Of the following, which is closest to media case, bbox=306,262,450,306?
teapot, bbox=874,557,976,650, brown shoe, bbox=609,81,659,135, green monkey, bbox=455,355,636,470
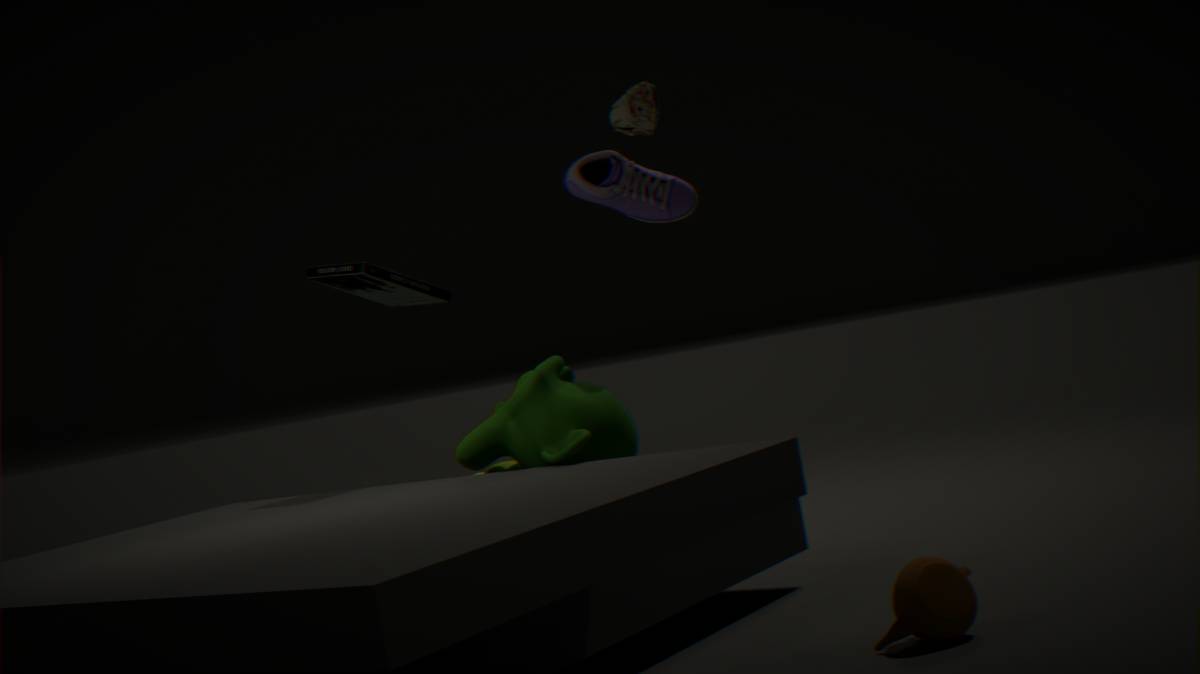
green monkey, bbox=455,355,636,470
